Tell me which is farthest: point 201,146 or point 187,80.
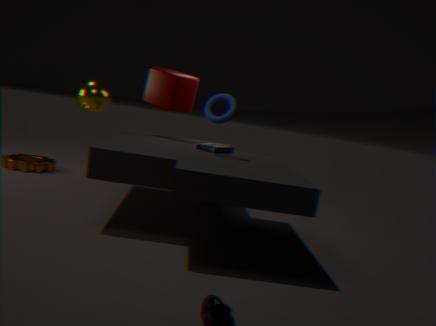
point 187,80
